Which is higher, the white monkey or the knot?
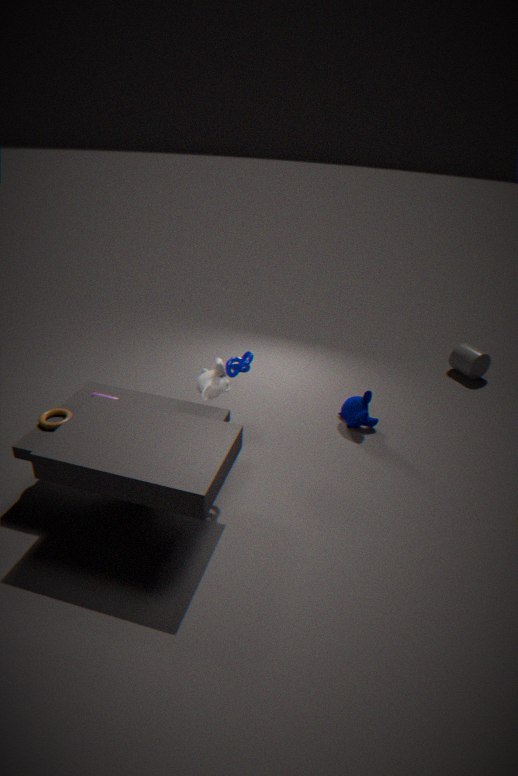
the knot
